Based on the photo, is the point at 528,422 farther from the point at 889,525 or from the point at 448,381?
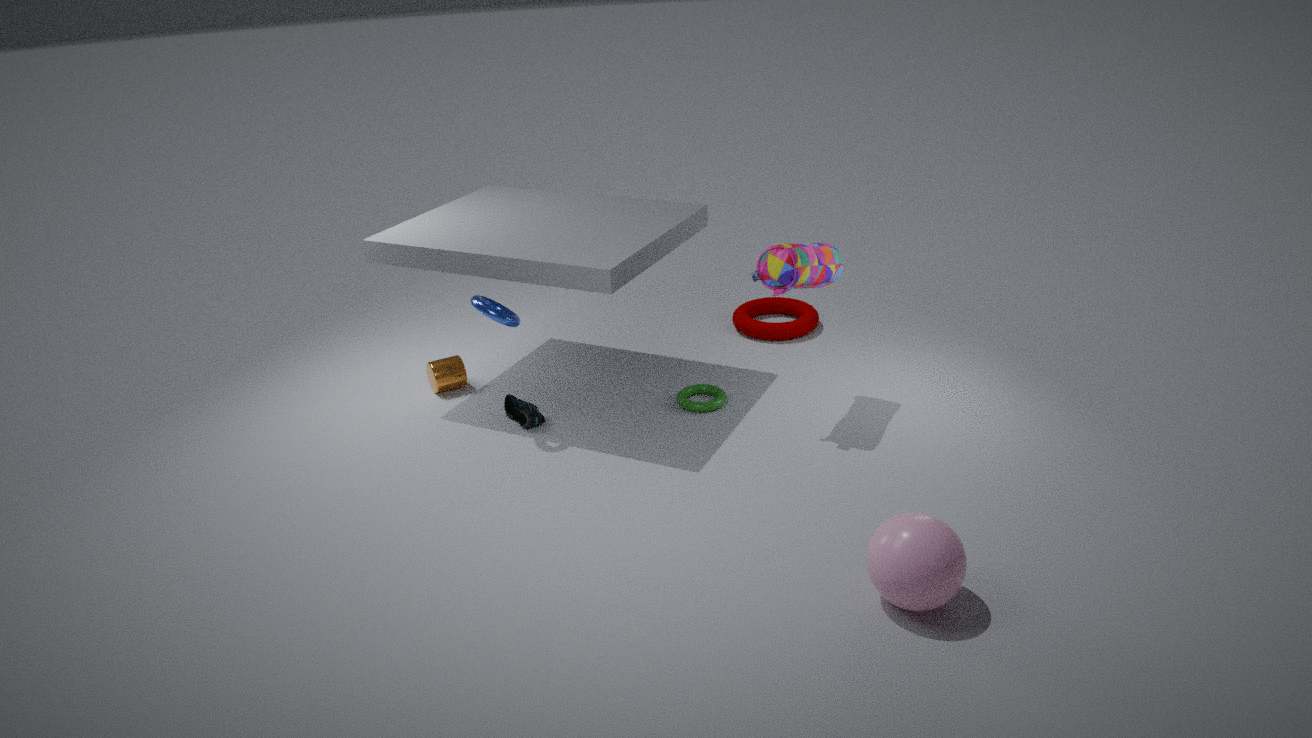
the point at 889,525
